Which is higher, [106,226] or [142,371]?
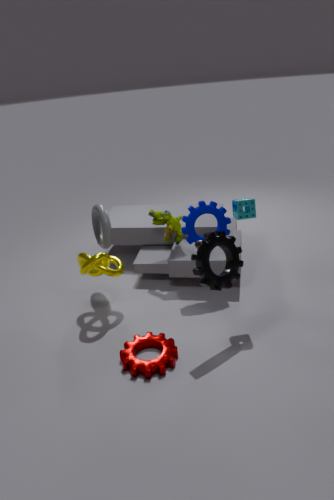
[106,226]
